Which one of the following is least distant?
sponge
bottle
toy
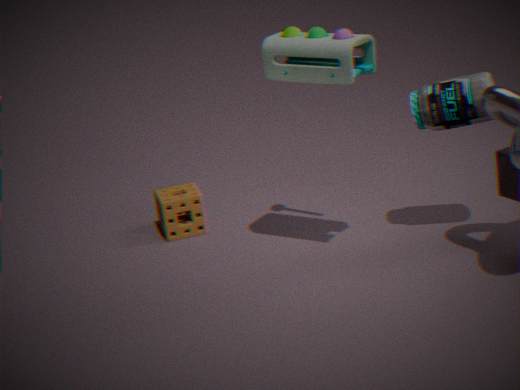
toy
